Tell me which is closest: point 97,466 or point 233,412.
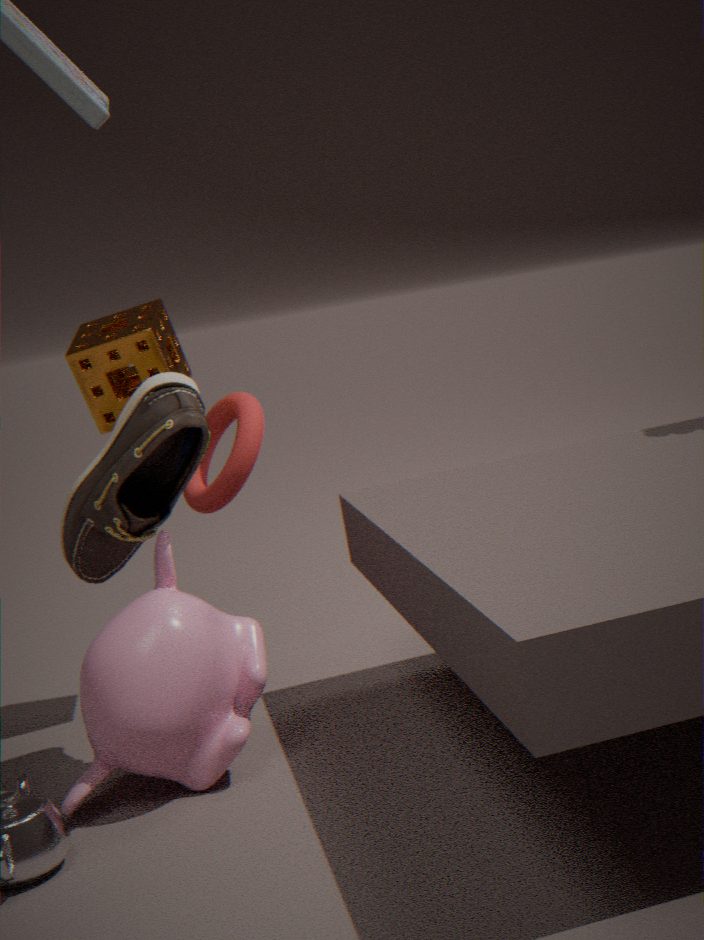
point 97,466
